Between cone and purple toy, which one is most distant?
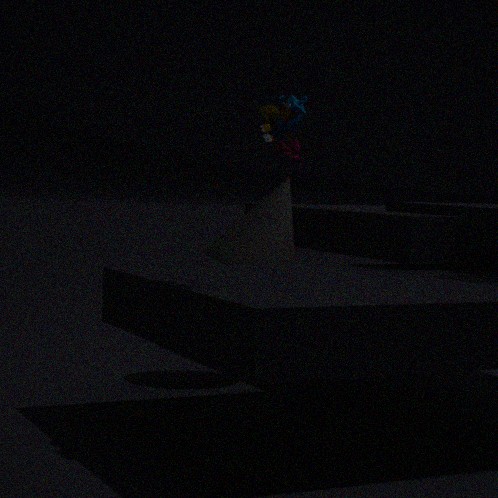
cone
